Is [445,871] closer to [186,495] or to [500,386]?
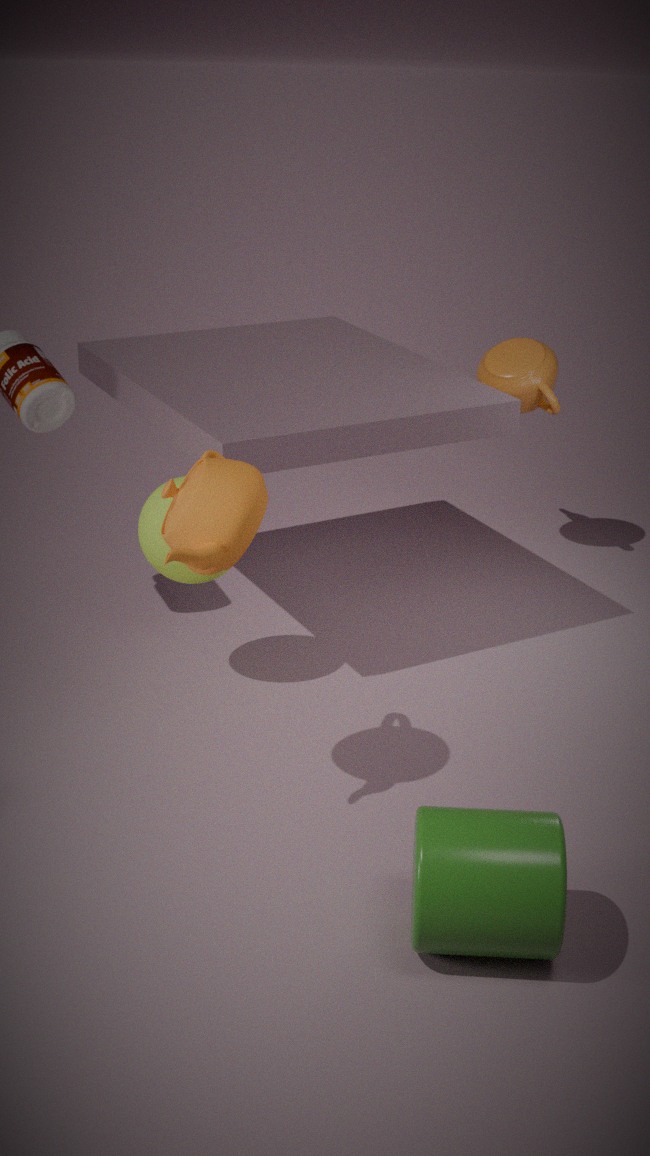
[186,495]
